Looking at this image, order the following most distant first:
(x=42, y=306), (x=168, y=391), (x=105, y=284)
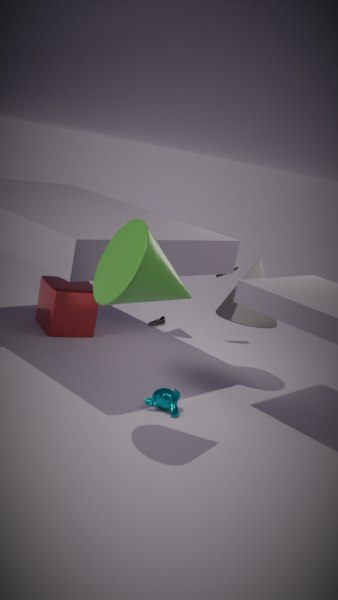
(x=42, y=306), (x=168, y=391), (x=105, y=284)
